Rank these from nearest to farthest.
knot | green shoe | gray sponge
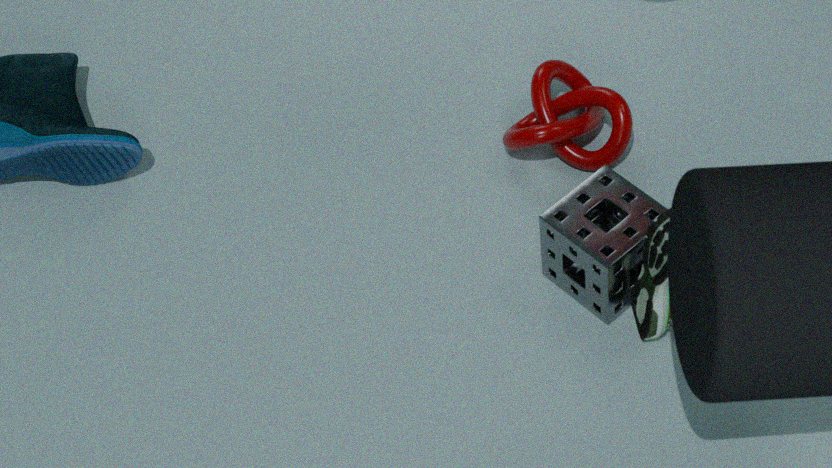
1. green shoe
2. gray sponge
3. knot
